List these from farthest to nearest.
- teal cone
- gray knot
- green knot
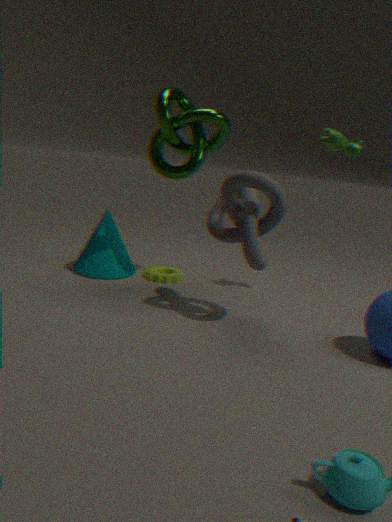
1. teal cone
2. green knot
3. gray knot
